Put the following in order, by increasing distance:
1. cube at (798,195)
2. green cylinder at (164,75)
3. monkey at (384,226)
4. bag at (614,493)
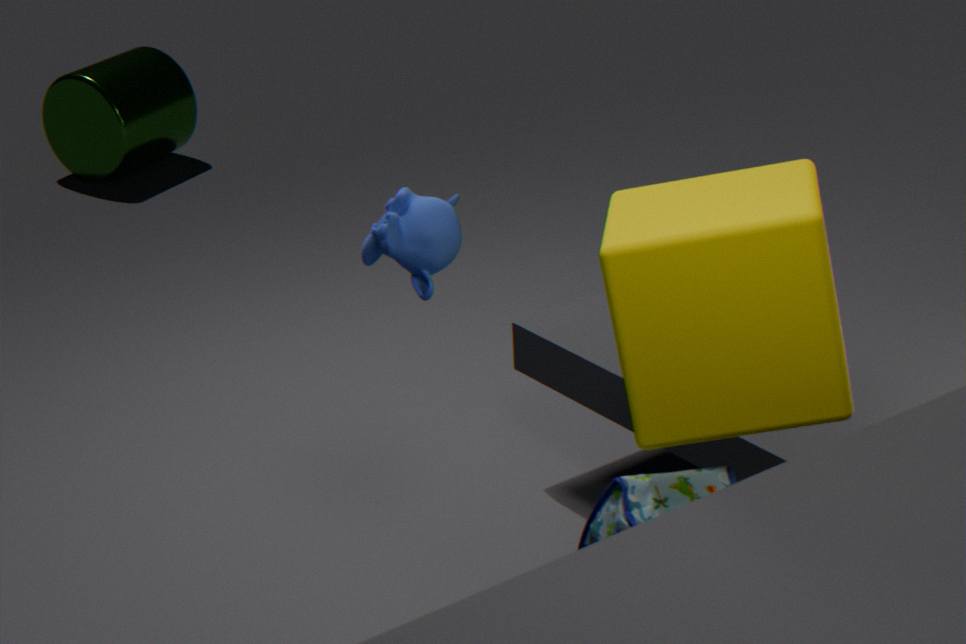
cube at (798,195) → bag at (614,493) → monkey at (384,226) → green cylinder at (164,75)
